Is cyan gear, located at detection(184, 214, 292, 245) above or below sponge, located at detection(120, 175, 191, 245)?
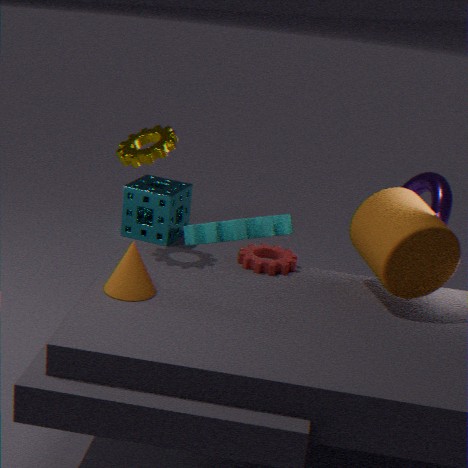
above
